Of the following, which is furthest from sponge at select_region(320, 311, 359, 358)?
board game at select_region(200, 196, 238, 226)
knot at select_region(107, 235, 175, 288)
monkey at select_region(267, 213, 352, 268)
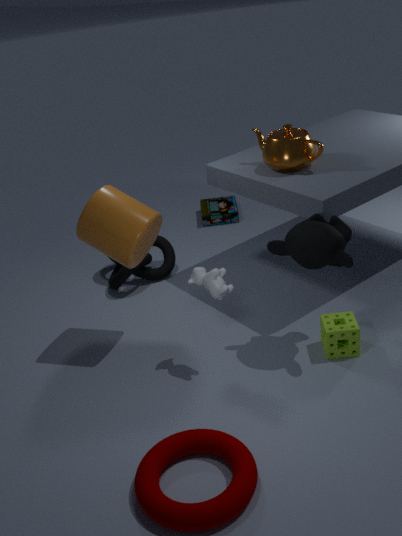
board game at select_region(200, 196, 238, 226)
